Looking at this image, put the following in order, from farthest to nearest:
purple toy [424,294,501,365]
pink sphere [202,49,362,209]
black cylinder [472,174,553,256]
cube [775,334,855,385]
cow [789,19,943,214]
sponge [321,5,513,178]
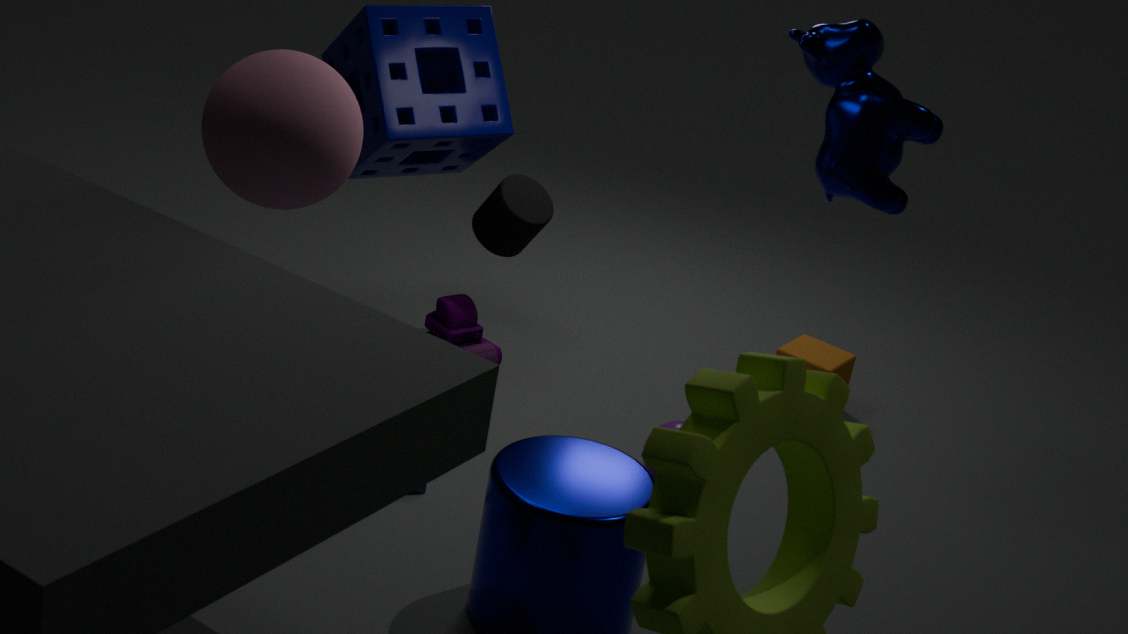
cube [775,334,855,385] → black cylinder [472,174,553,256] → purple toy [424,294,501,365] → sponge [321,5,513,178] → cow [789,19,943,214] → pink sphere [202,49,362,209]
